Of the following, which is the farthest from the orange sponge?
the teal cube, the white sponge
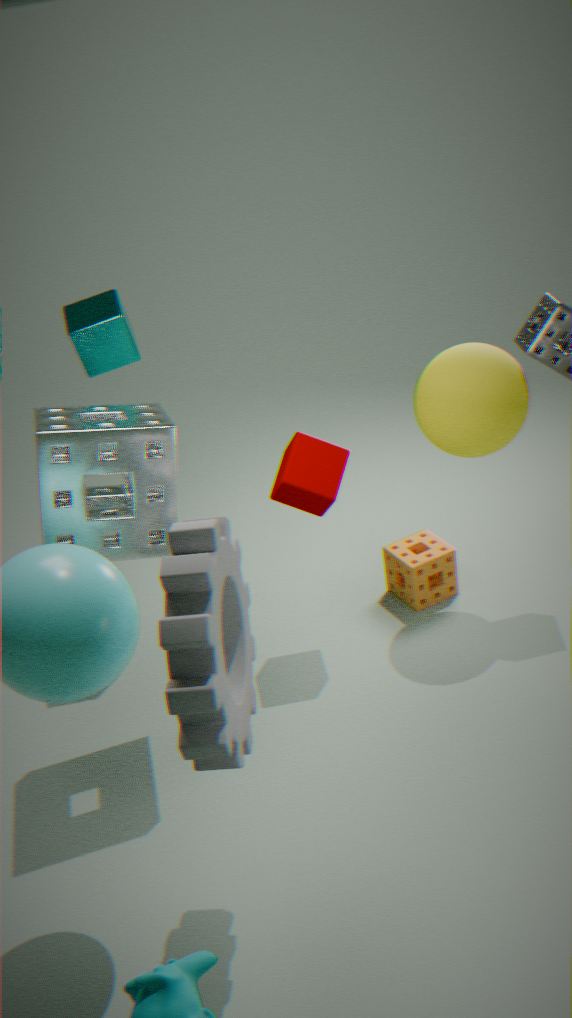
the teal cube
